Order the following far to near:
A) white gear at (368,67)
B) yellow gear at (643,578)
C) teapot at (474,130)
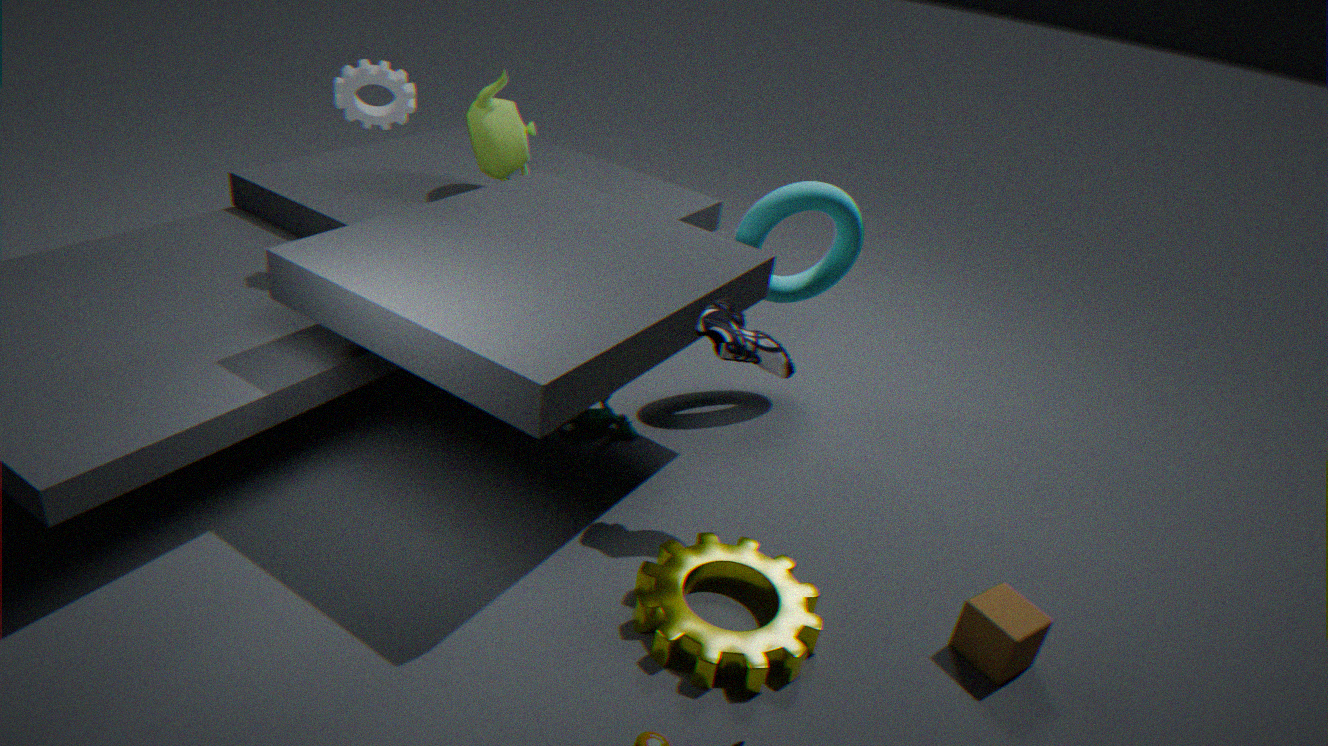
teapot at (474,130) → white gear at (368,67) → yellow gear at (643,578)
